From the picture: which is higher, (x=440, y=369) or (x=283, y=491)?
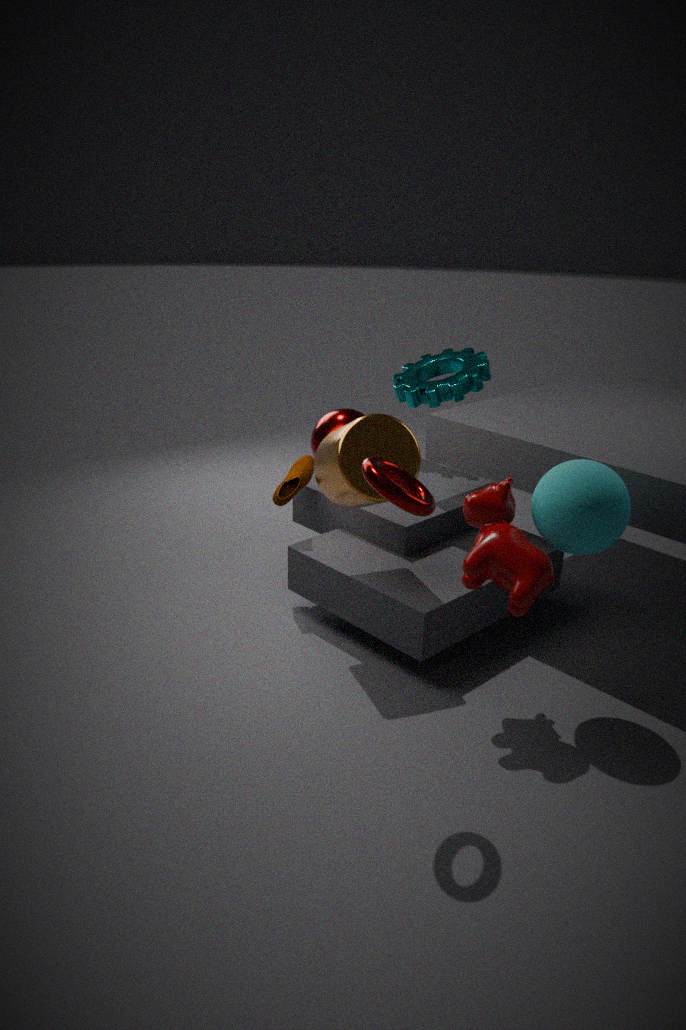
(x=440, y=369)
